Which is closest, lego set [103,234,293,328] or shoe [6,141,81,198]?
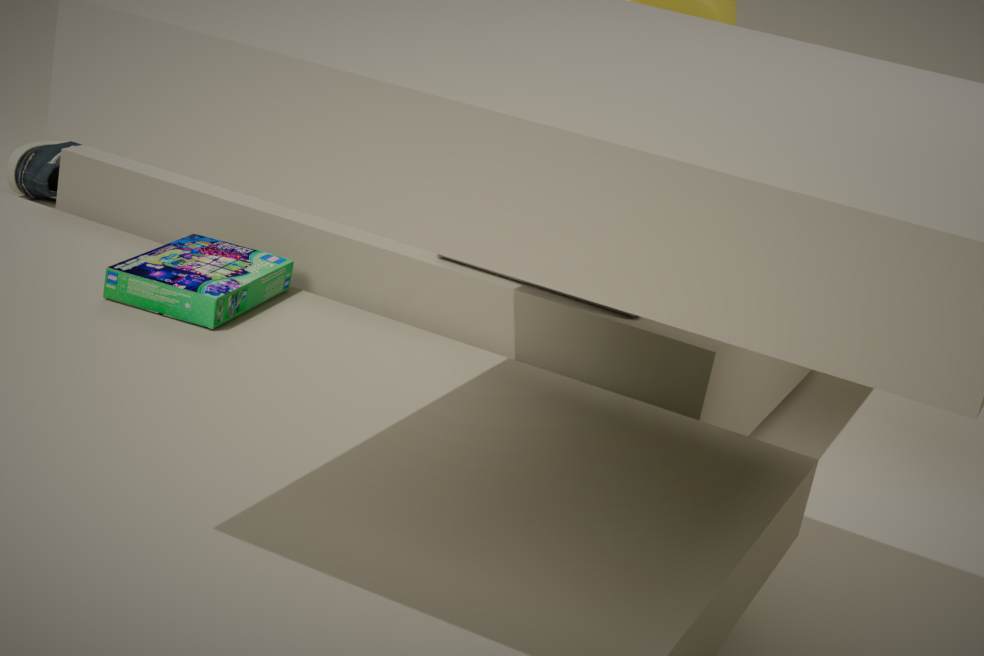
lego set [103,234,293,328]
